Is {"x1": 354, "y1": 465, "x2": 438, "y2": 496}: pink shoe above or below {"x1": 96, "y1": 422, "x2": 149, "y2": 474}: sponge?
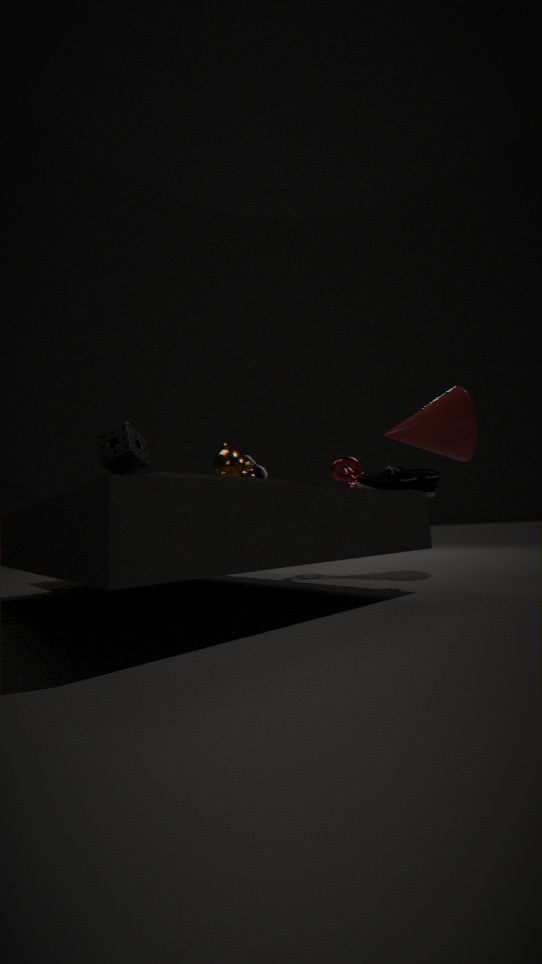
below
